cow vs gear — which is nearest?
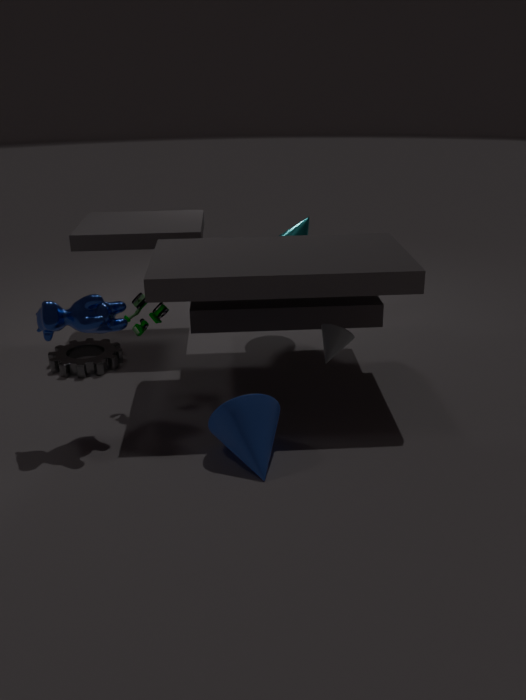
cow
